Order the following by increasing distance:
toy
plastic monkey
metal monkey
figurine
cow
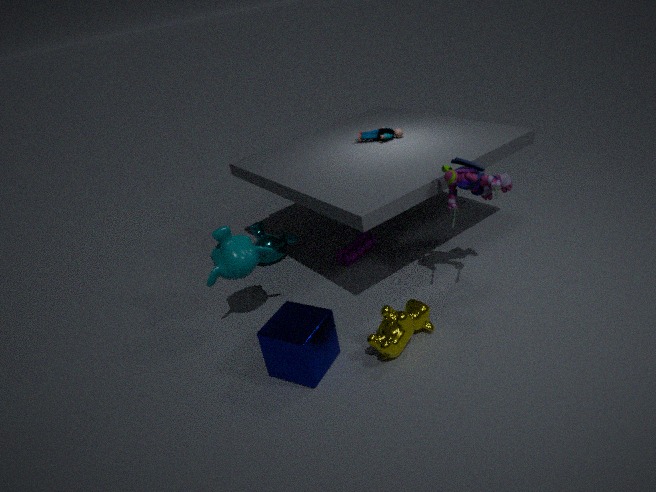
cow → figurine → plastic monkey → toy → metal monkey
